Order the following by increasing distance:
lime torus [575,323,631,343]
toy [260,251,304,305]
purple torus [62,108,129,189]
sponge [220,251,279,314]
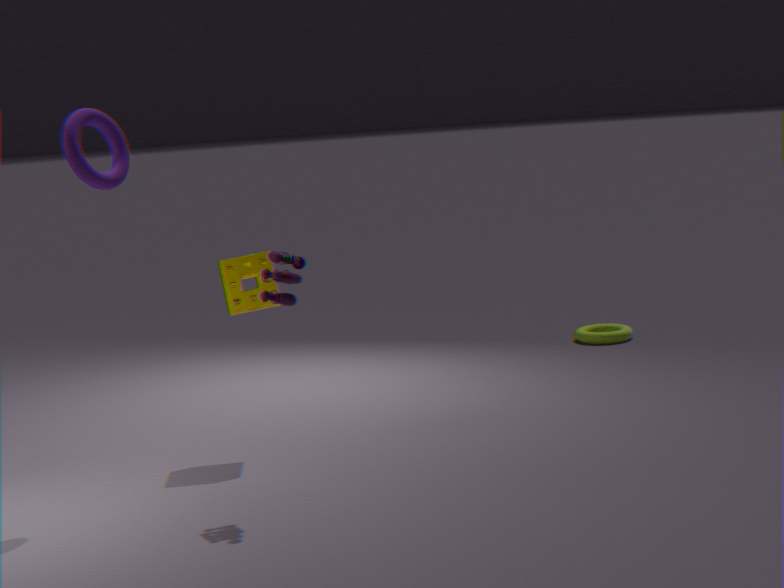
toy [260,251,304,305] < purple torus [62,108,129,189] < sponge [220,251,279,314] < lime torus [575,323,631,343]
